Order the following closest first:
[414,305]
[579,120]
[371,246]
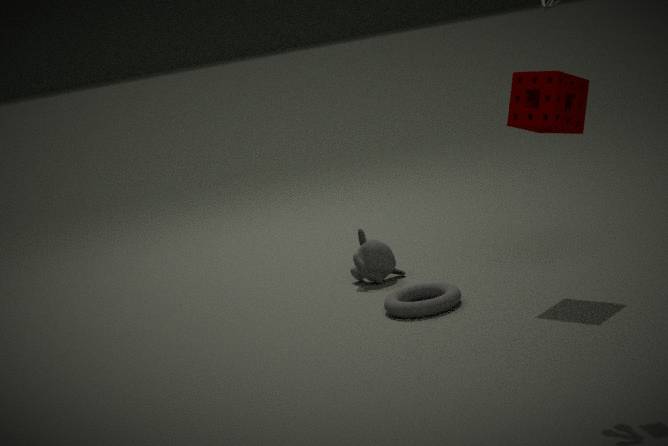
1. [579,120]
2. [414,305]
3. [371,246]
